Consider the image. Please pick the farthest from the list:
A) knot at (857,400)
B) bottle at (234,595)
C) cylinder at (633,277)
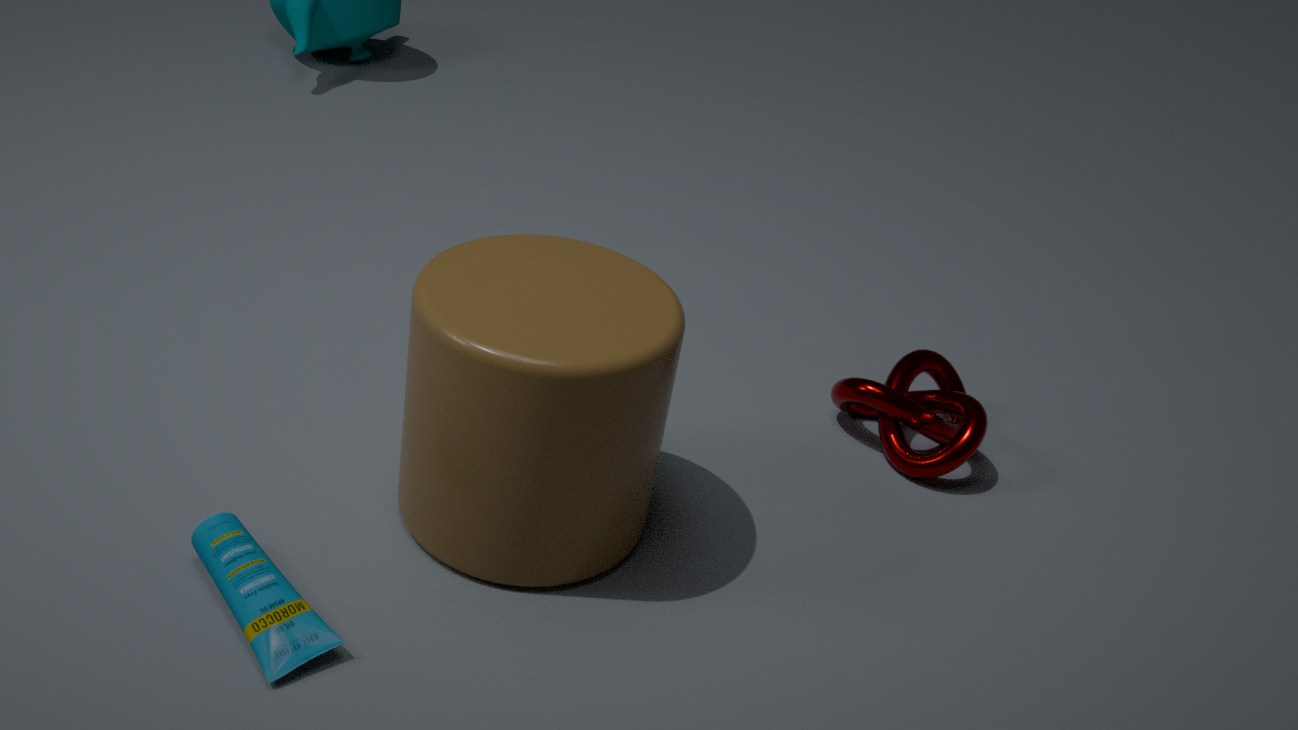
A. knot at (857,400)
